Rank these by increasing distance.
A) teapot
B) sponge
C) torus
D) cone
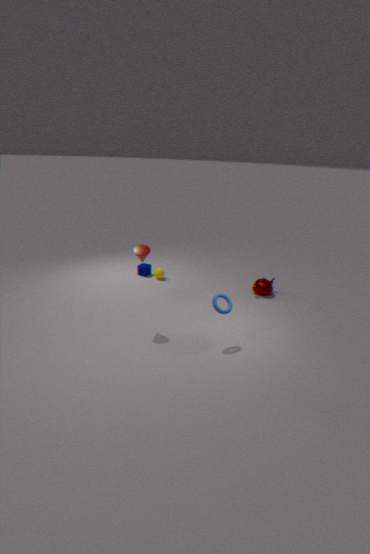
torus
cone
teapot
sponge
